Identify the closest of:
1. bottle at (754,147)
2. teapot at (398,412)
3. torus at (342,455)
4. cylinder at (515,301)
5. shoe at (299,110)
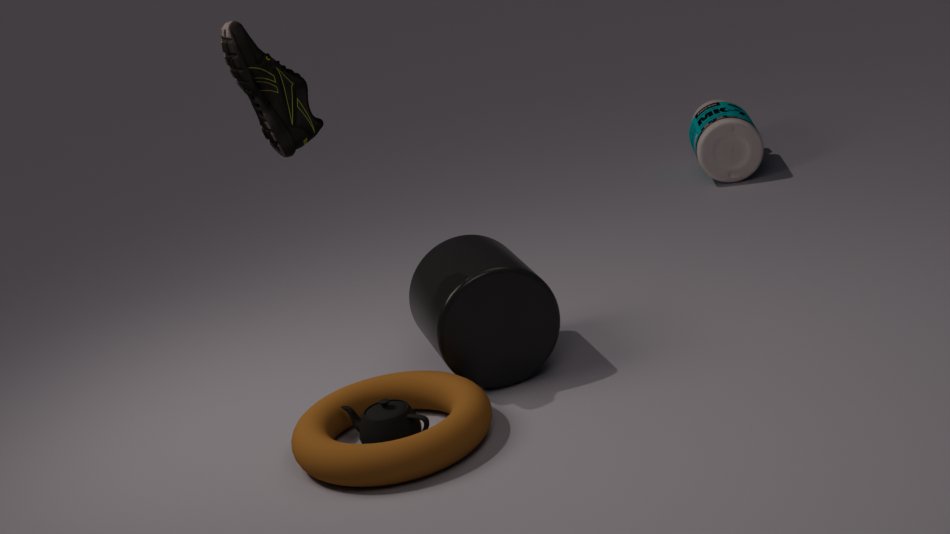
torus at (342,455)
